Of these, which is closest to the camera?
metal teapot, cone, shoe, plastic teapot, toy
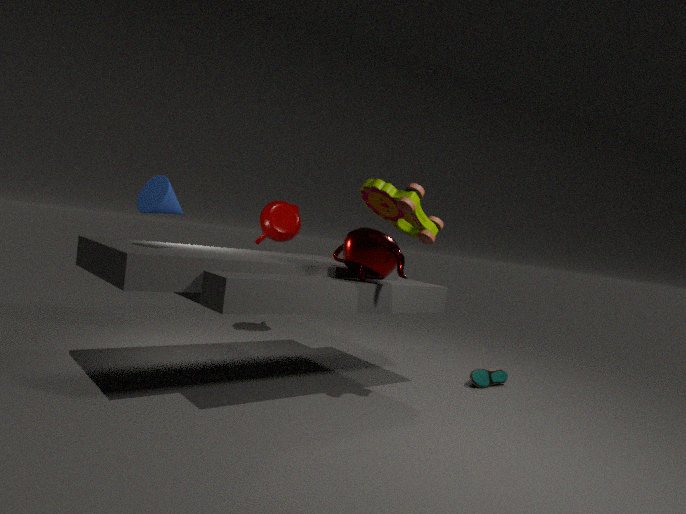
toy
